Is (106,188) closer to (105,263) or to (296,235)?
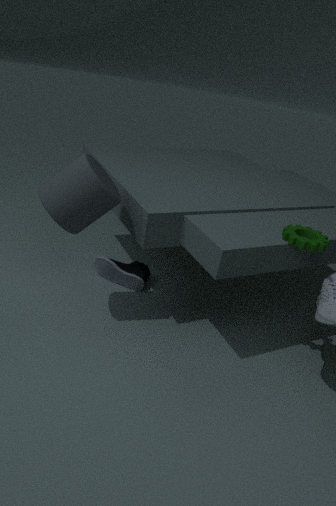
(105,263)
